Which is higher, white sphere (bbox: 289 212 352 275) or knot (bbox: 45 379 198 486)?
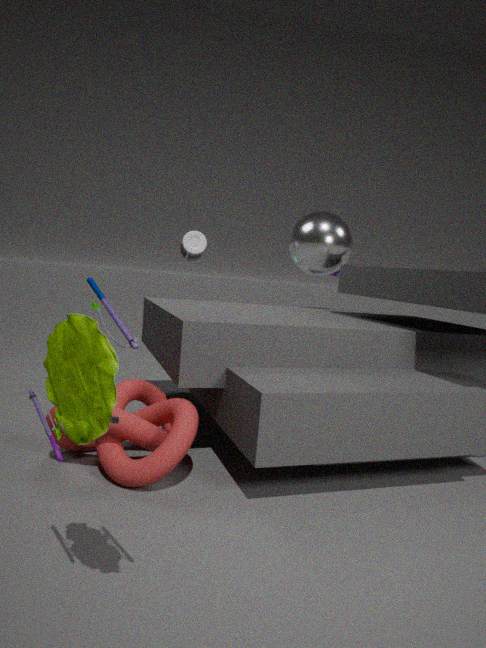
white sphere (bbox: 289 212 352 275)
